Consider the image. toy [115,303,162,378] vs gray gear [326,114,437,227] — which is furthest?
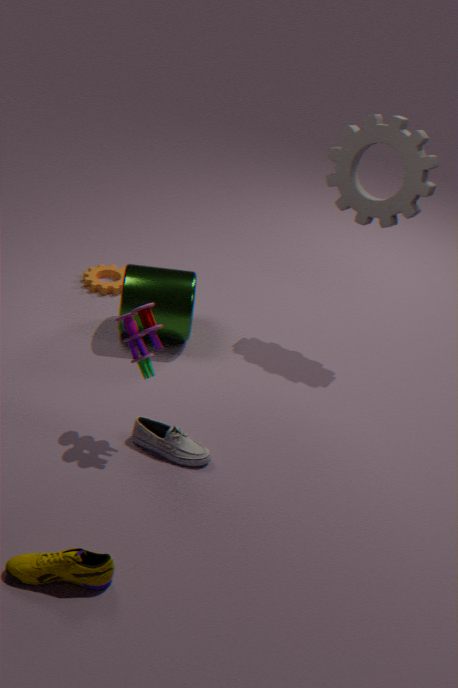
gray gear [326,114,437,227]
